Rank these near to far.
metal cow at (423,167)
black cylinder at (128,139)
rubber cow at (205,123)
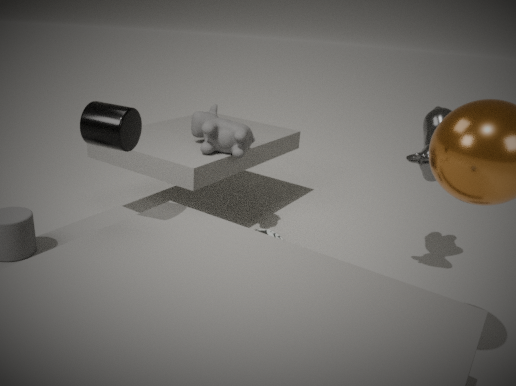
1. black cylinder at (128,139)
2. metal cow at (423,167)
3. rubber cow at (205,123)
